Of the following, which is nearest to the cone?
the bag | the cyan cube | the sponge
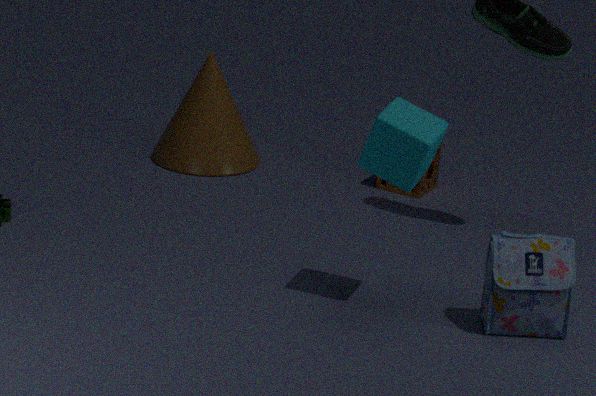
the sponge
